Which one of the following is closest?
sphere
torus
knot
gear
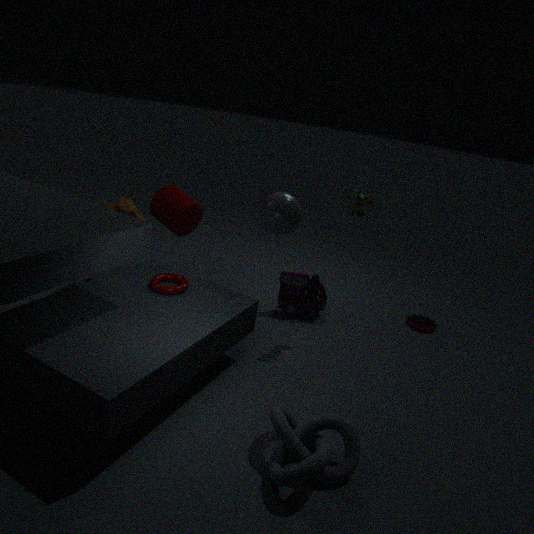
knot
